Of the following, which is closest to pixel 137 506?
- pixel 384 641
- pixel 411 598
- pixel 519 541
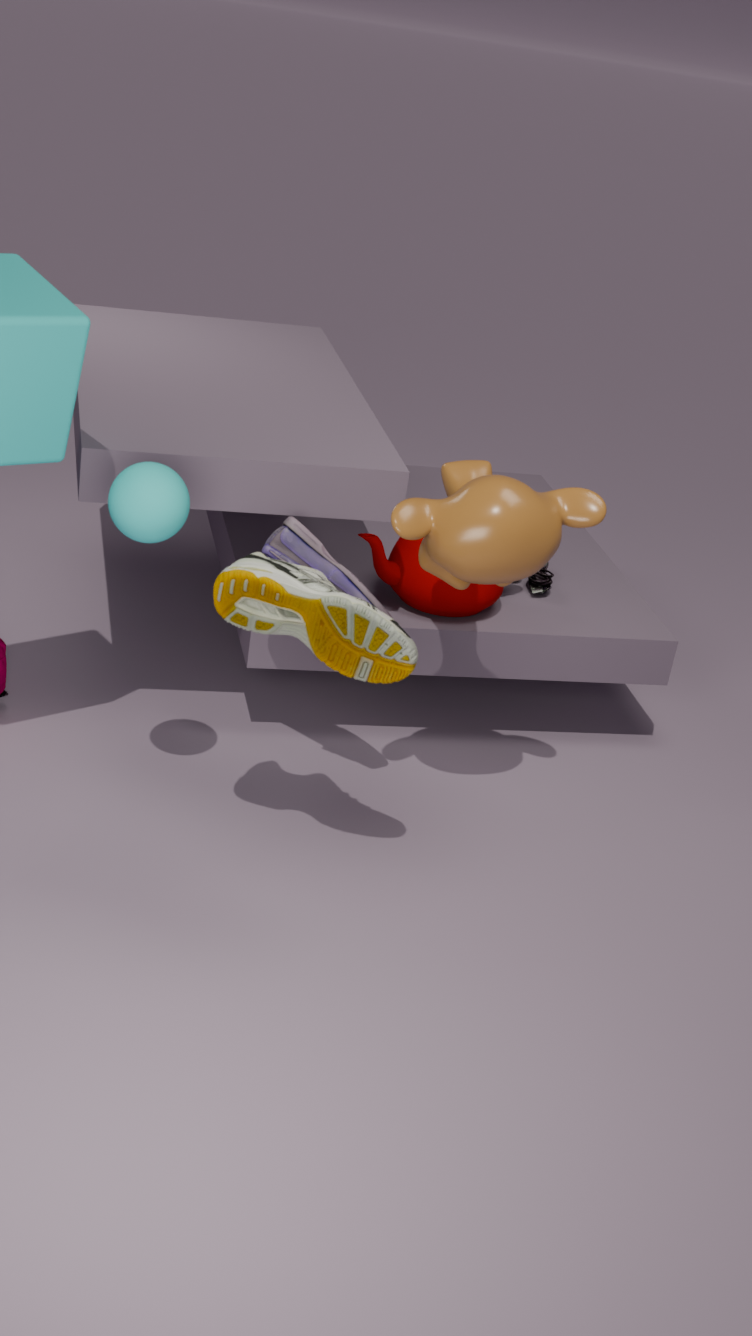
pixel 384 641
